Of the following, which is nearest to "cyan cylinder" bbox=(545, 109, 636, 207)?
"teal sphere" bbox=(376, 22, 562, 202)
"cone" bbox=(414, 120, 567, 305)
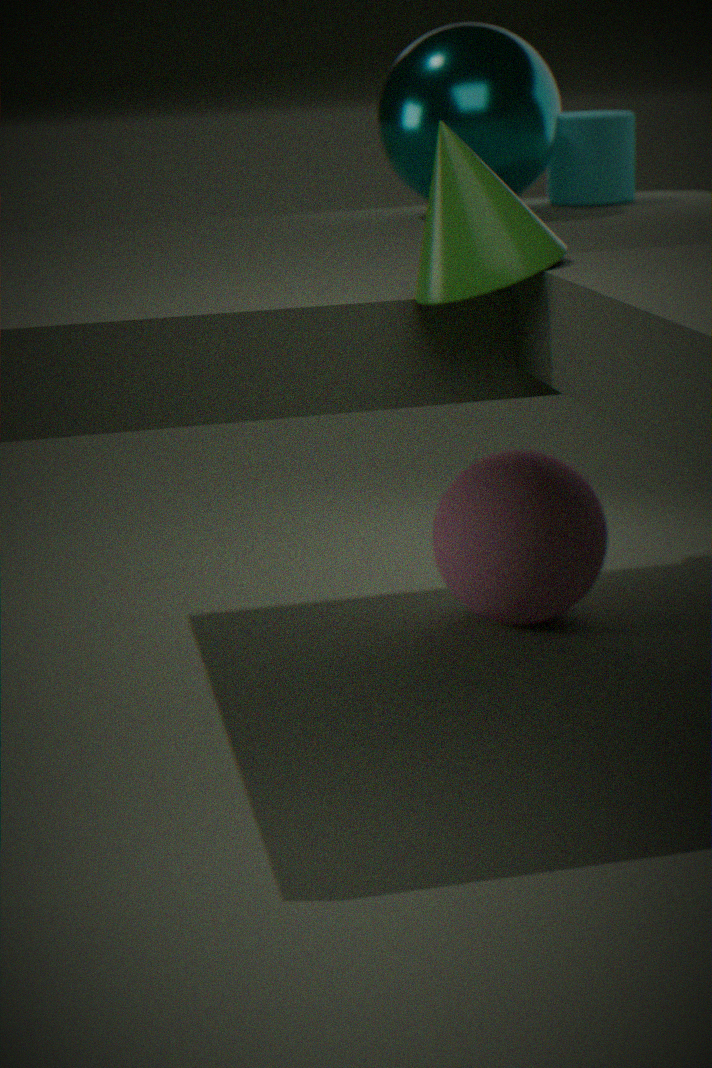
"teal sphere" bbox=(376, 22, 562, 202)
